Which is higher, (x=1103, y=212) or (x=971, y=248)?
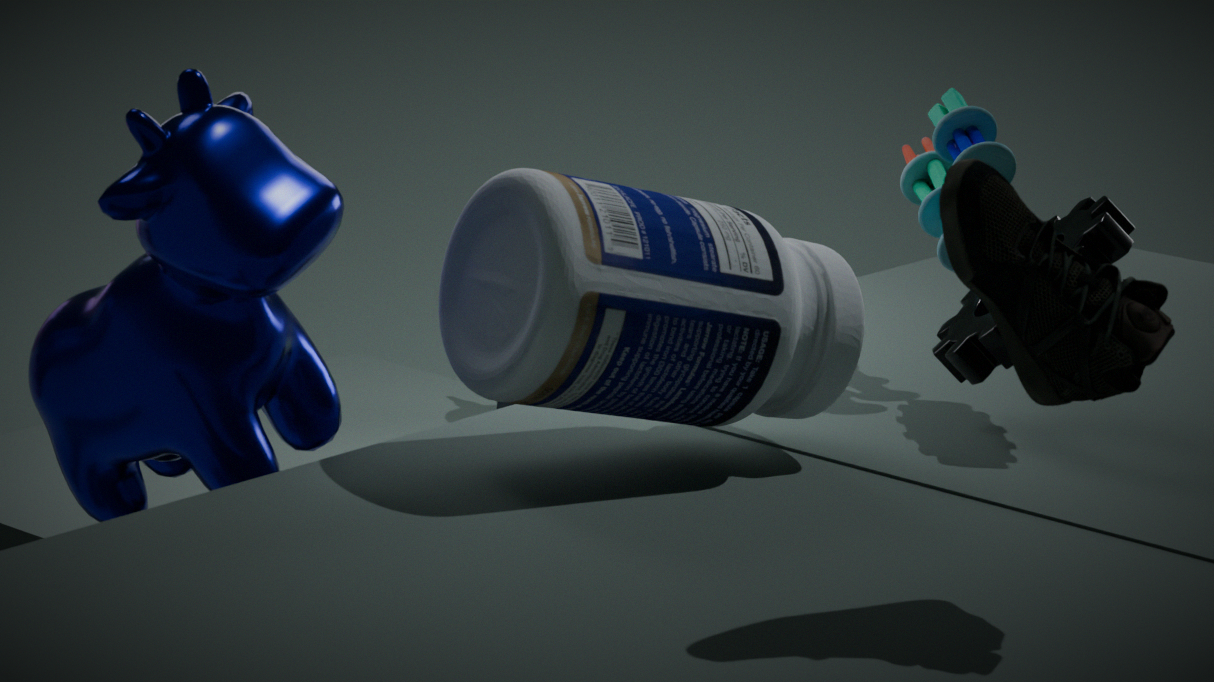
(x=971, y=248)
